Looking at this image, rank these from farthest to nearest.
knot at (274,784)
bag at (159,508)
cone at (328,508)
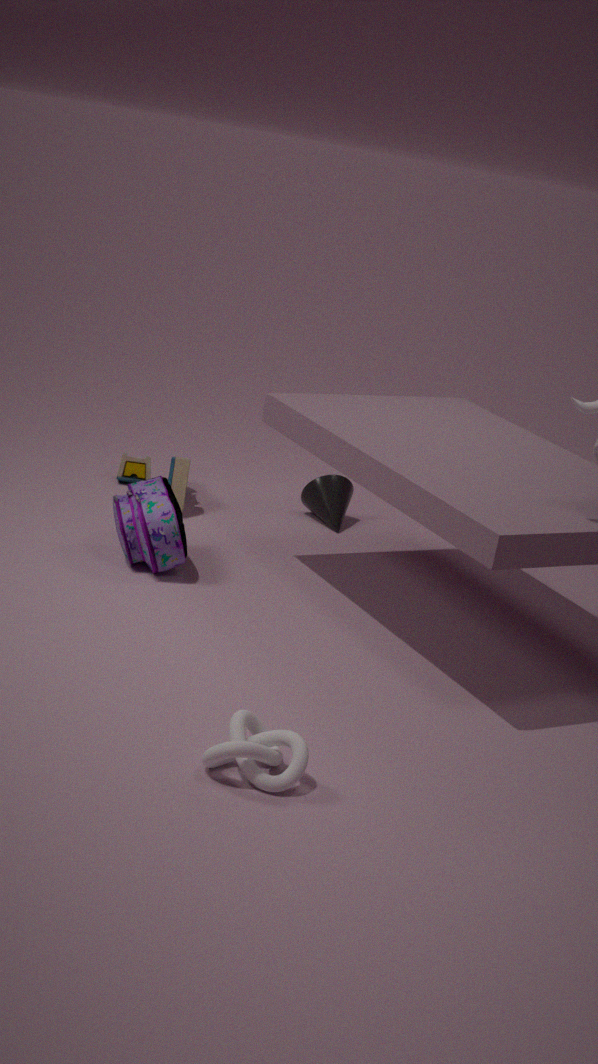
cone at (328,508) → bag at (159,508) → knot at (274,784)
